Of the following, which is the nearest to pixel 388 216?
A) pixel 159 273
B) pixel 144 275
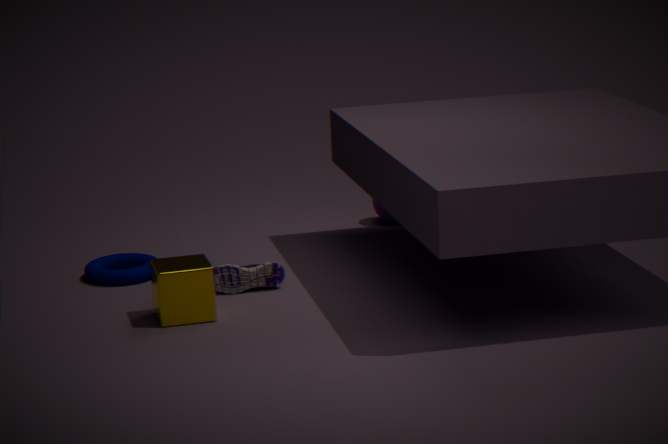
pixel 144 275
